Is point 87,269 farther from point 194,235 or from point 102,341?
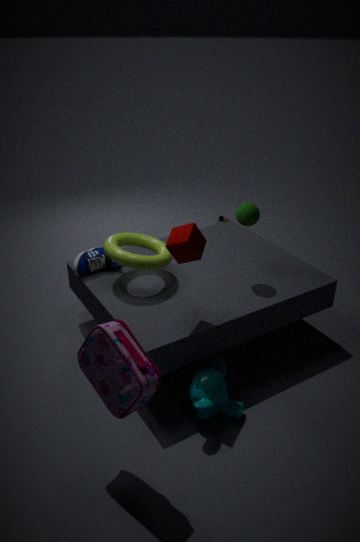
point 102,341
